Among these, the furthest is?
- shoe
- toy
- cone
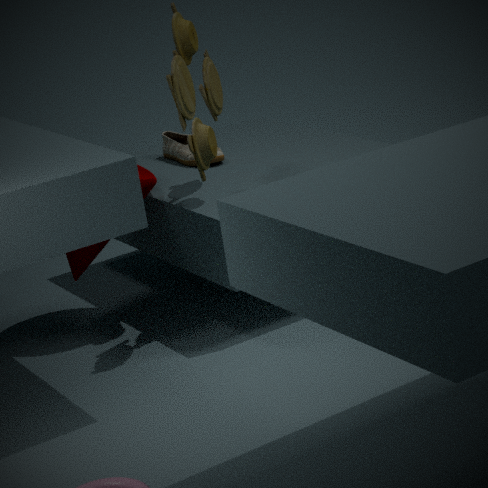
shoe
